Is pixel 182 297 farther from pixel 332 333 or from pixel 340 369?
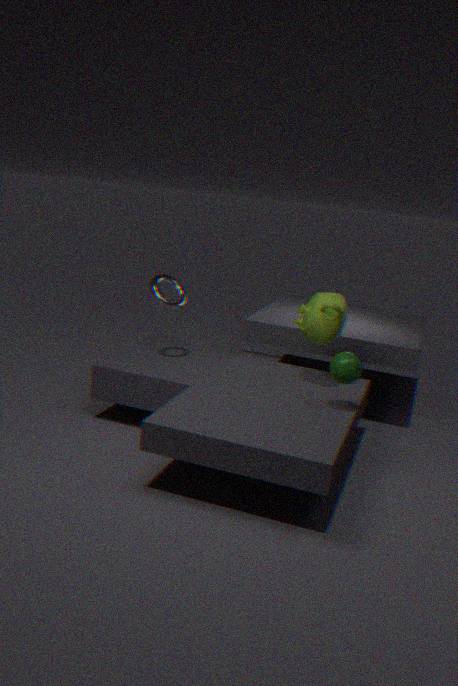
pixel 340 369
